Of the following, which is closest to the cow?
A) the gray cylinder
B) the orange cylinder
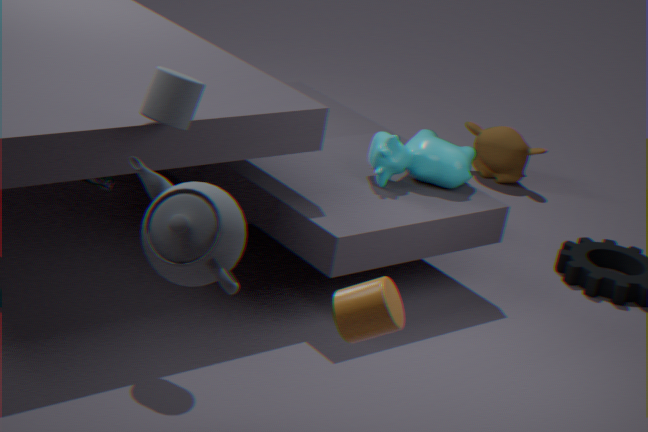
the gray cylinder
